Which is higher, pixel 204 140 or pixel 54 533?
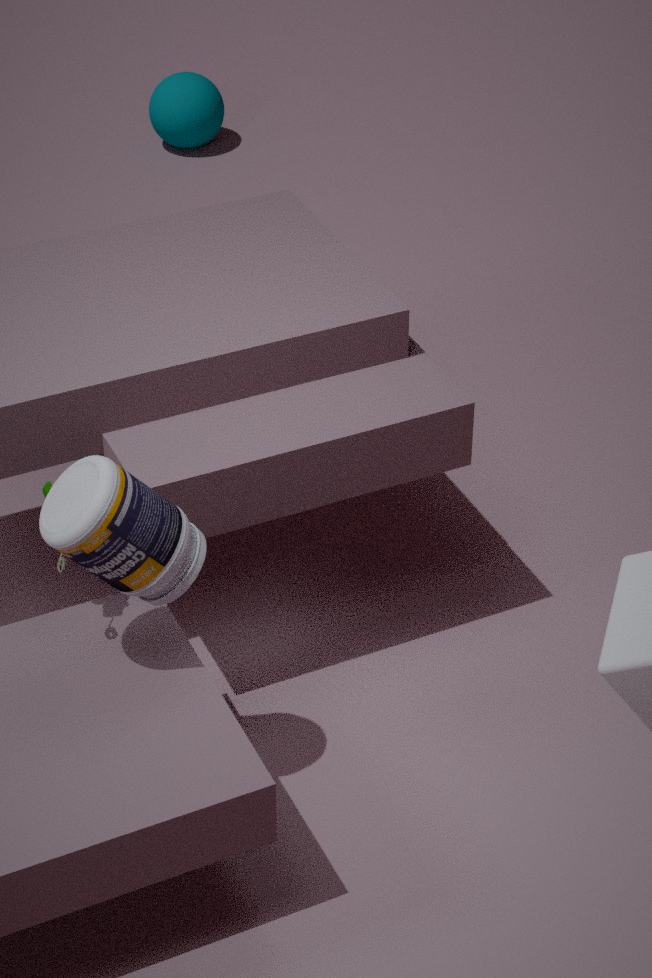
pixel 54 533
